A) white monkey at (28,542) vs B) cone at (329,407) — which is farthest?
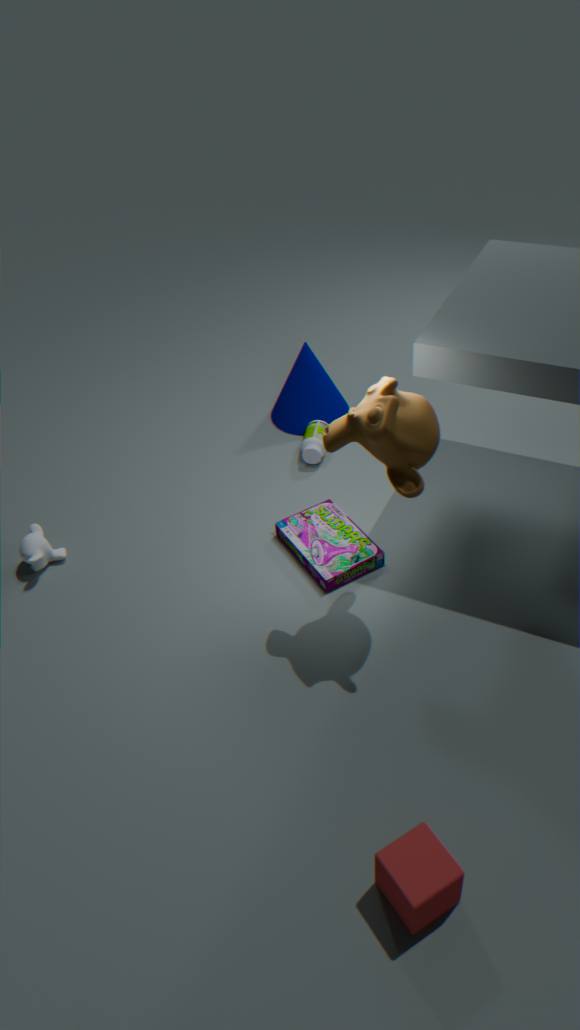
B. cone at (329,407)
